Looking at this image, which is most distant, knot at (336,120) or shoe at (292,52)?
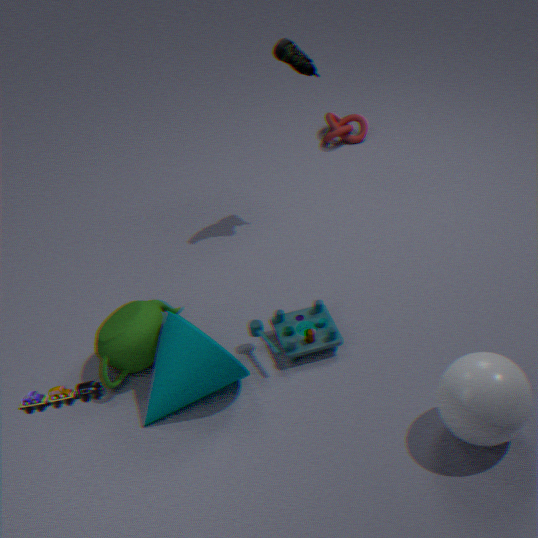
knot at (336,120)
